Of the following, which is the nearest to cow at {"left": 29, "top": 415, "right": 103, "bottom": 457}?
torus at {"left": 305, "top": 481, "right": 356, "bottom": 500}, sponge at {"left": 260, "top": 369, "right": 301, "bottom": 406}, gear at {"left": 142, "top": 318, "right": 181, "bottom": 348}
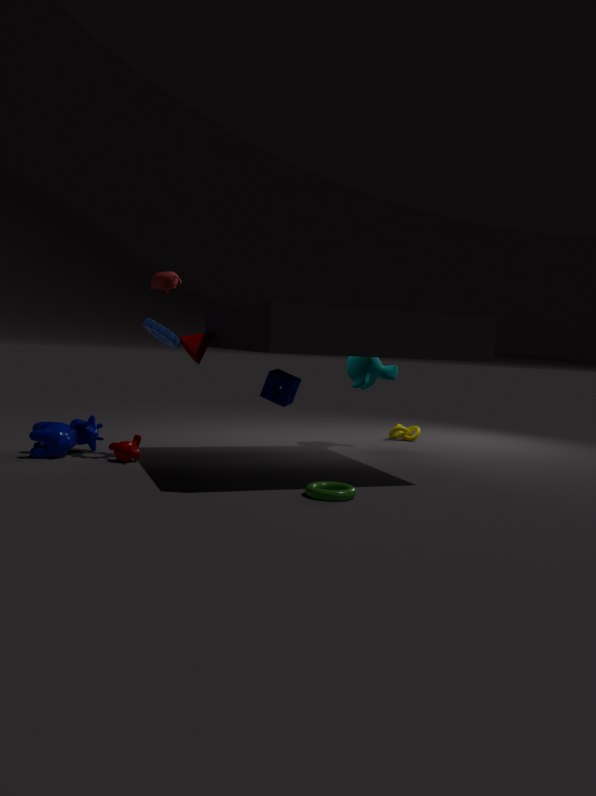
gear at {"left": 142, "top": 318, "right": 181, "bottom": 348}
